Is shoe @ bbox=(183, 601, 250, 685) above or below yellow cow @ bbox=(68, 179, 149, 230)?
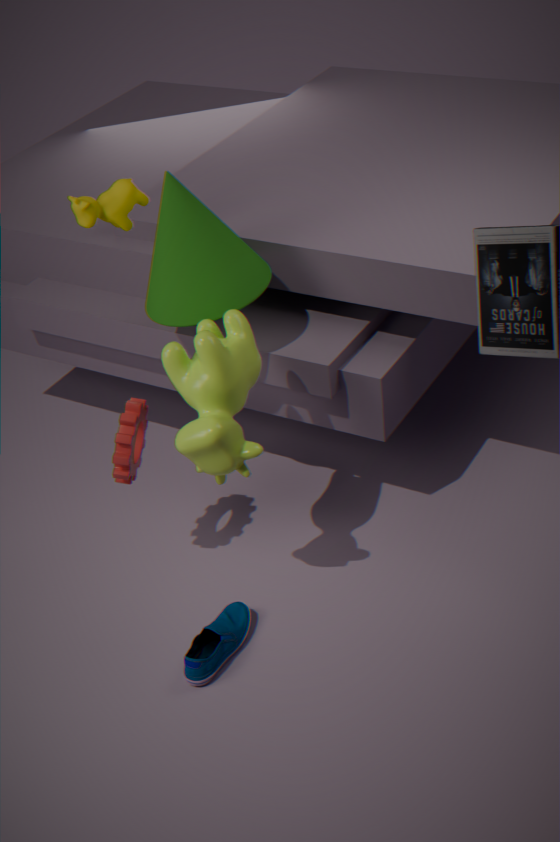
below
